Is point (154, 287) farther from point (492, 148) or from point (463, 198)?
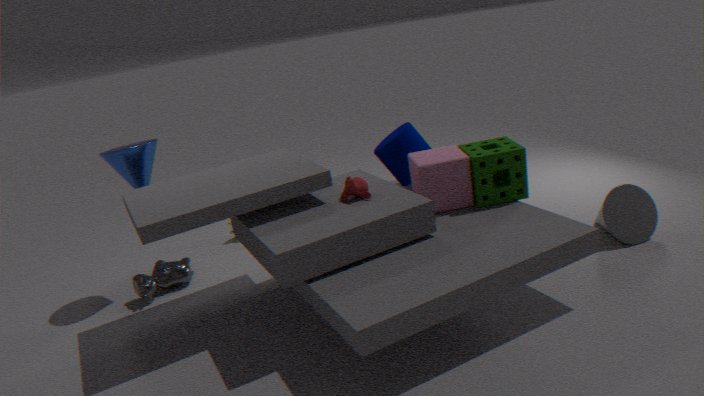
point (492, 148)
